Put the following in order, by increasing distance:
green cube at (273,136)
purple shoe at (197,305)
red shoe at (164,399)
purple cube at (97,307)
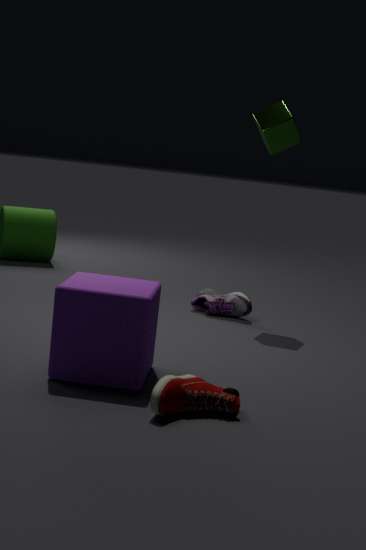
red shoe at (164,399)
purple cube at (97,307)
green cube at (273,136)
purple shoe at (197,305)
